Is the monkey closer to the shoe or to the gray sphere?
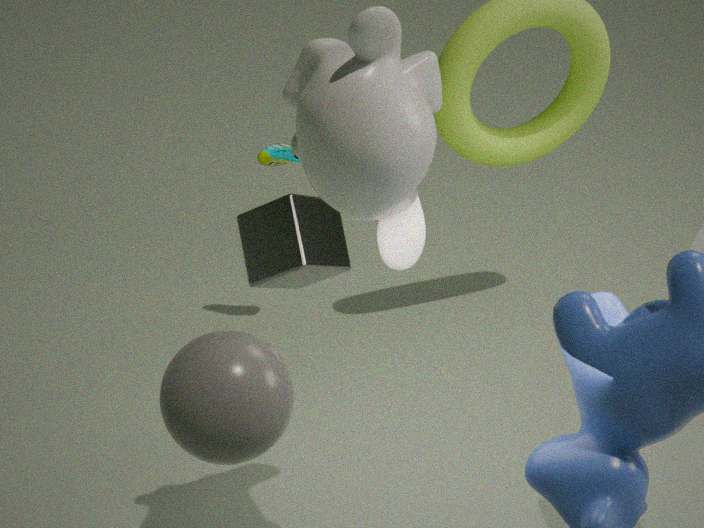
the gray sphere
